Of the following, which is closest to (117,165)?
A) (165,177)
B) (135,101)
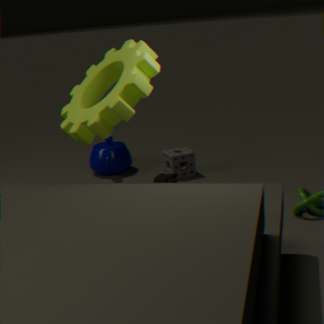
(165,177)
